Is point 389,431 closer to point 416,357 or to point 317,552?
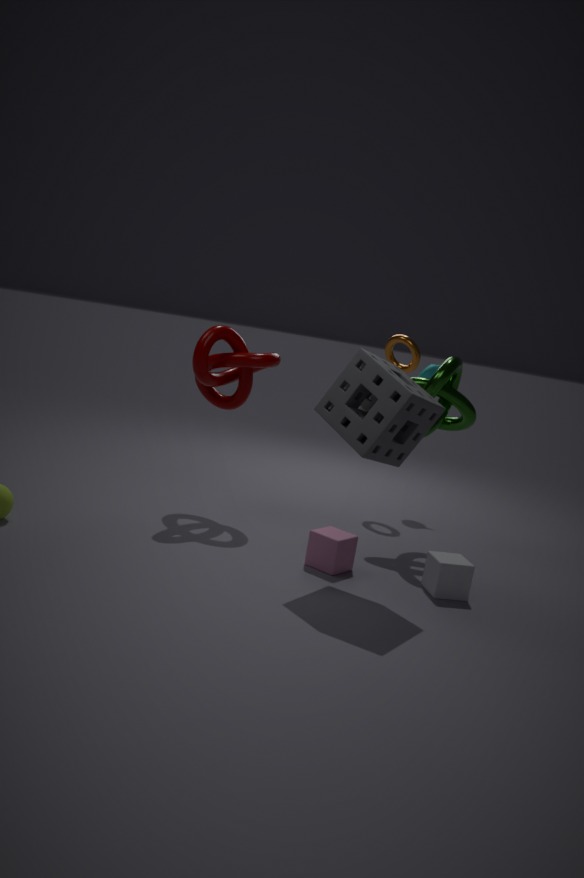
point 317,552
